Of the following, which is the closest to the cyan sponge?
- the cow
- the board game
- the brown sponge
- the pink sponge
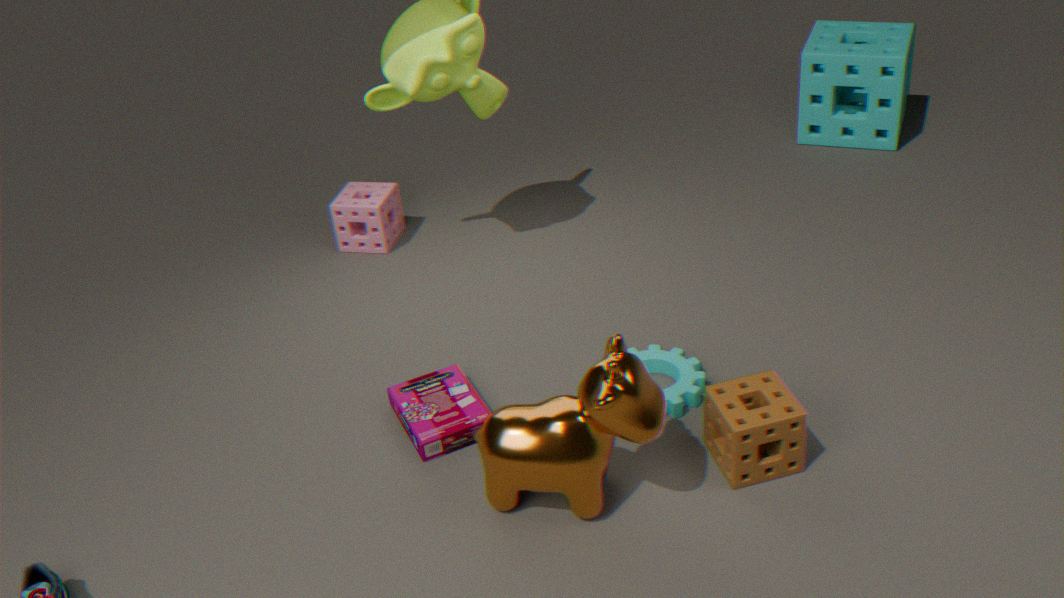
the pink sponge
